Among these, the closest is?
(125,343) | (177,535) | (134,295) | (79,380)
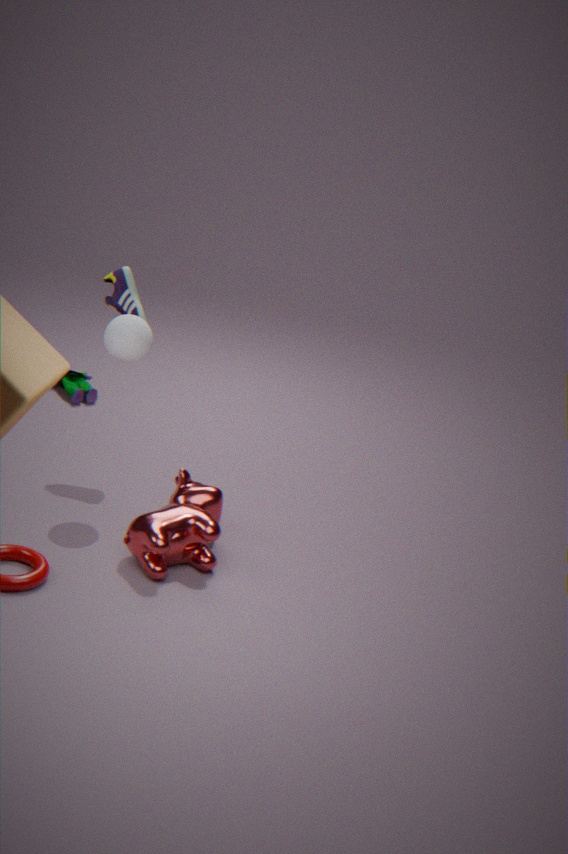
(177,535)
